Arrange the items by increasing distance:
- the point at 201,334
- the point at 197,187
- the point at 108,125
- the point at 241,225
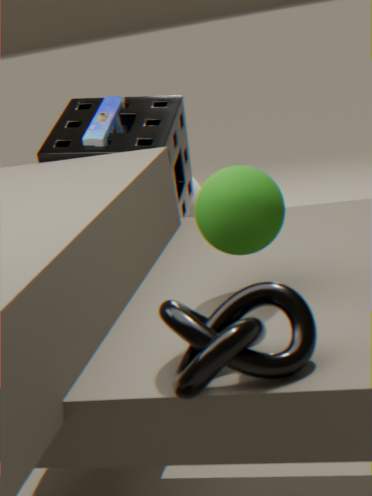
1. the point at 201,334
2. the point at 241,225
3. the point at 108,125
4. the point at 197,187
